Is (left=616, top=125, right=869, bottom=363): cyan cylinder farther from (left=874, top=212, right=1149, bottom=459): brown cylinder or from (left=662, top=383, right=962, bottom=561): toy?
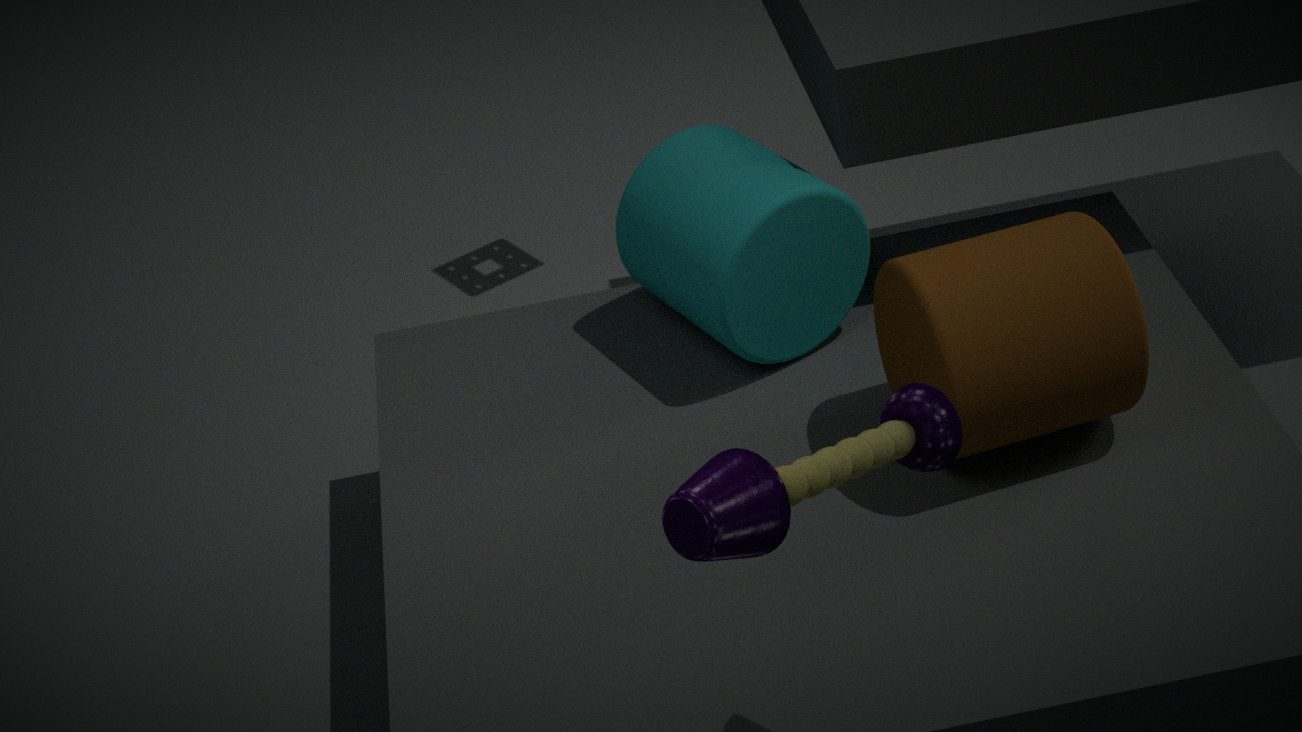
(left=662, top=383, right=962, bottom=561): toy
